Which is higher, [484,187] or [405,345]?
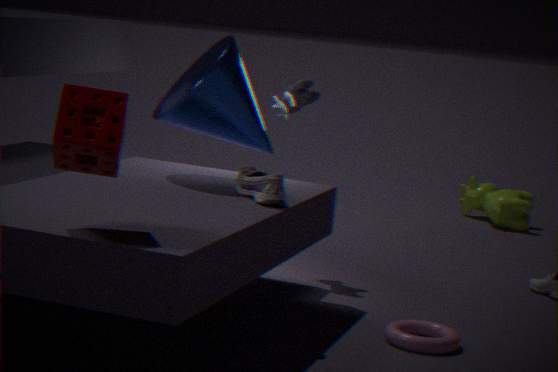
[484,187]
